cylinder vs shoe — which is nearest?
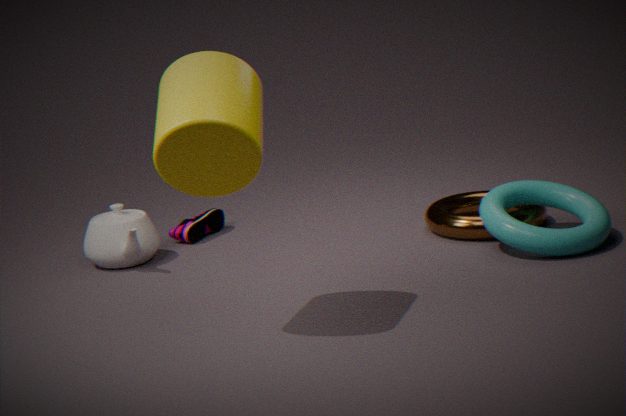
cylinder
